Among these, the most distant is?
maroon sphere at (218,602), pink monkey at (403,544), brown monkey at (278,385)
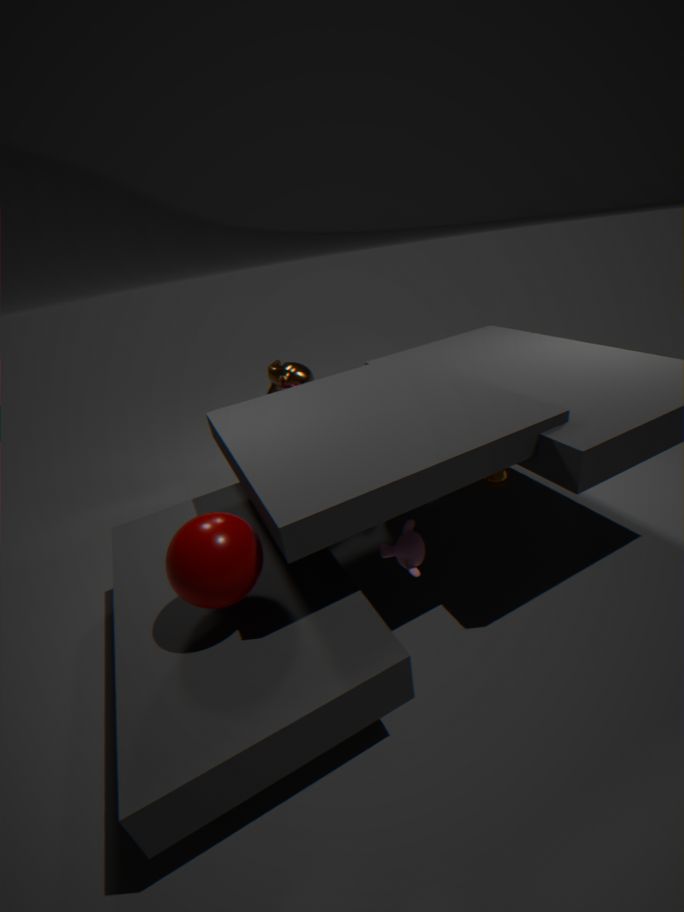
brown monkey at (278,385)
